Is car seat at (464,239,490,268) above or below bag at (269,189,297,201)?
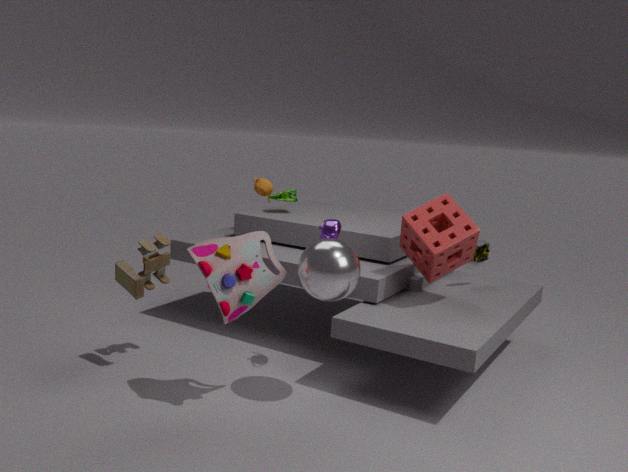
below
